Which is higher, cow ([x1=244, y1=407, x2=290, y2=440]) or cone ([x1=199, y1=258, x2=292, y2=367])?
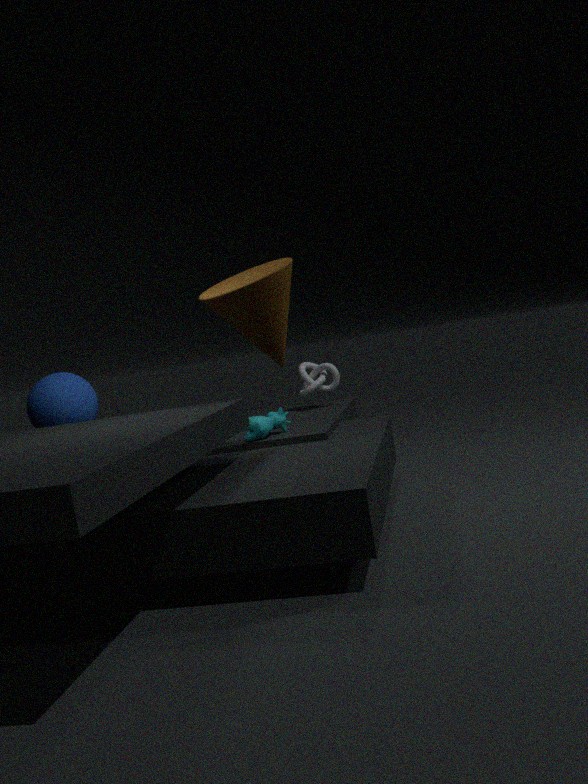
cone ([x1=199, y1=258, x2=292, y2=367])
